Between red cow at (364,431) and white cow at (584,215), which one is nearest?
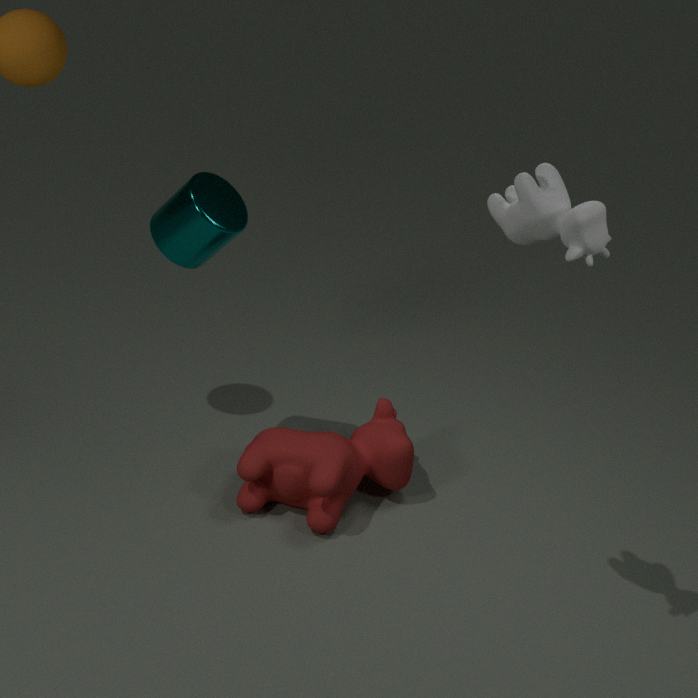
white cow at (584,215)
